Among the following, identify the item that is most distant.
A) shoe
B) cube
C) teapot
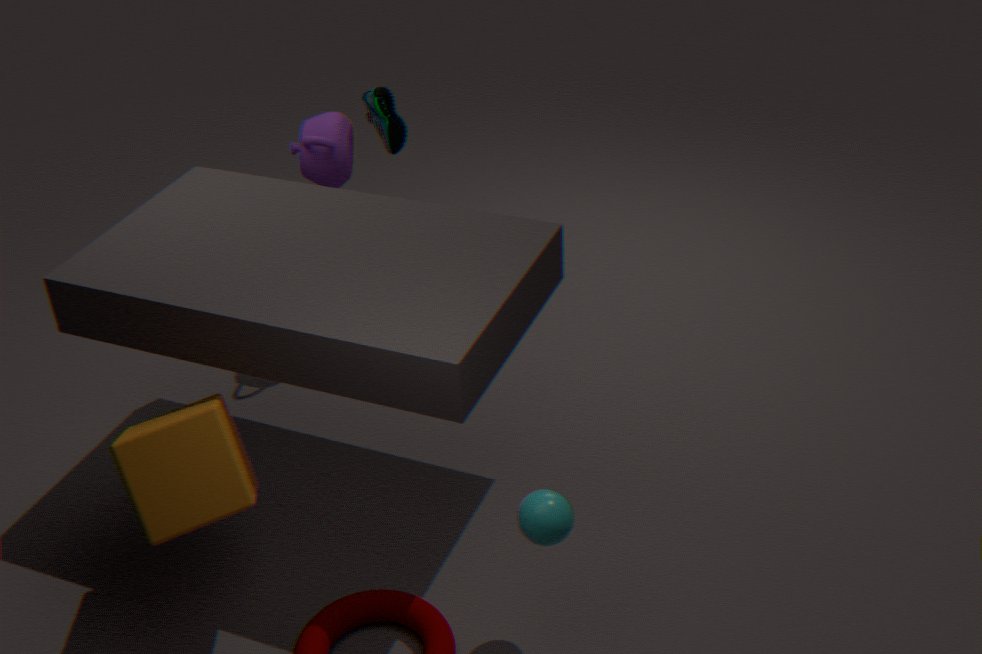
shoe
